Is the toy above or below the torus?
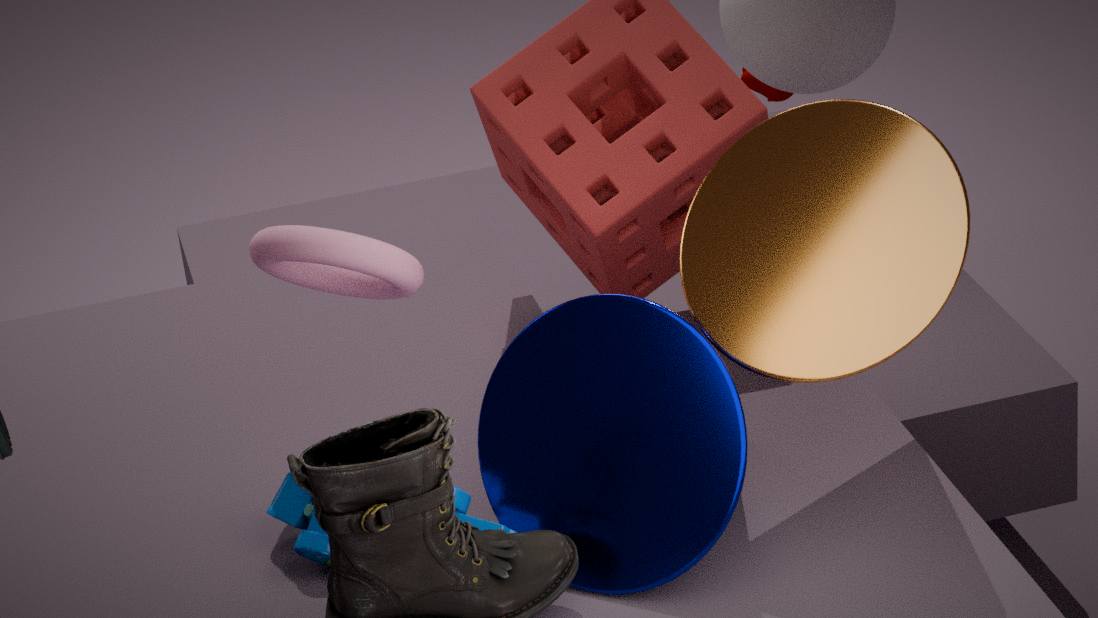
below
